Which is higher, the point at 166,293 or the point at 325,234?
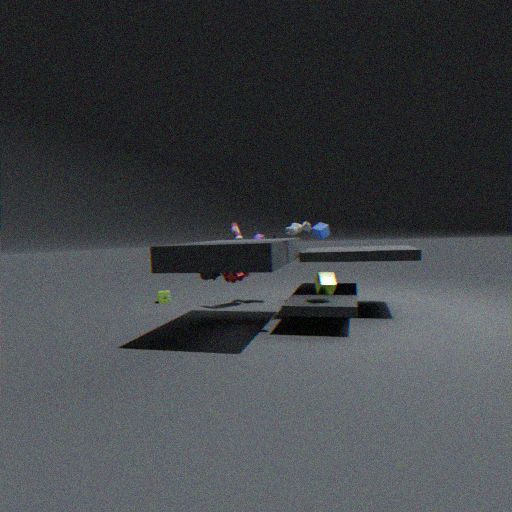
the point at 325,234
